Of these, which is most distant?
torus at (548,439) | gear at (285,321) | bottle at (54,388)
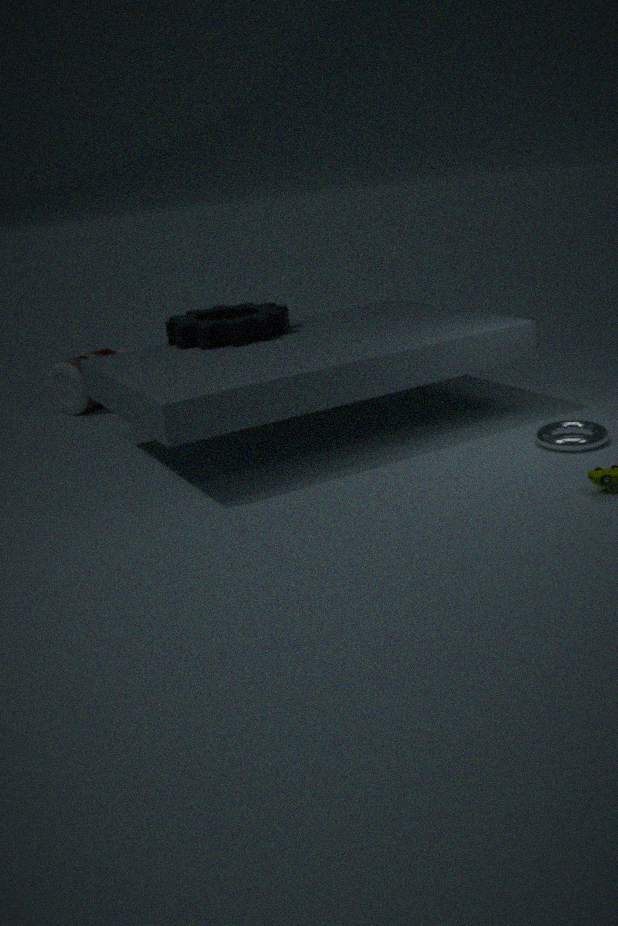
bottle at (54,388)
